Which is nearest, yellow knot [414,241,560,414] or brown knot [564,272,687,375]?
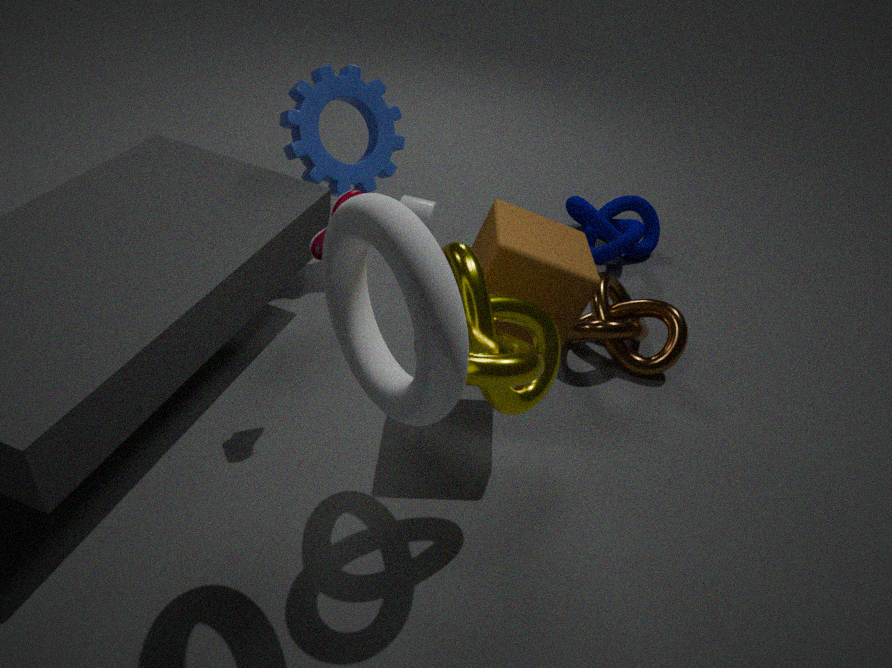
yellow knot [414,241,560,414]
